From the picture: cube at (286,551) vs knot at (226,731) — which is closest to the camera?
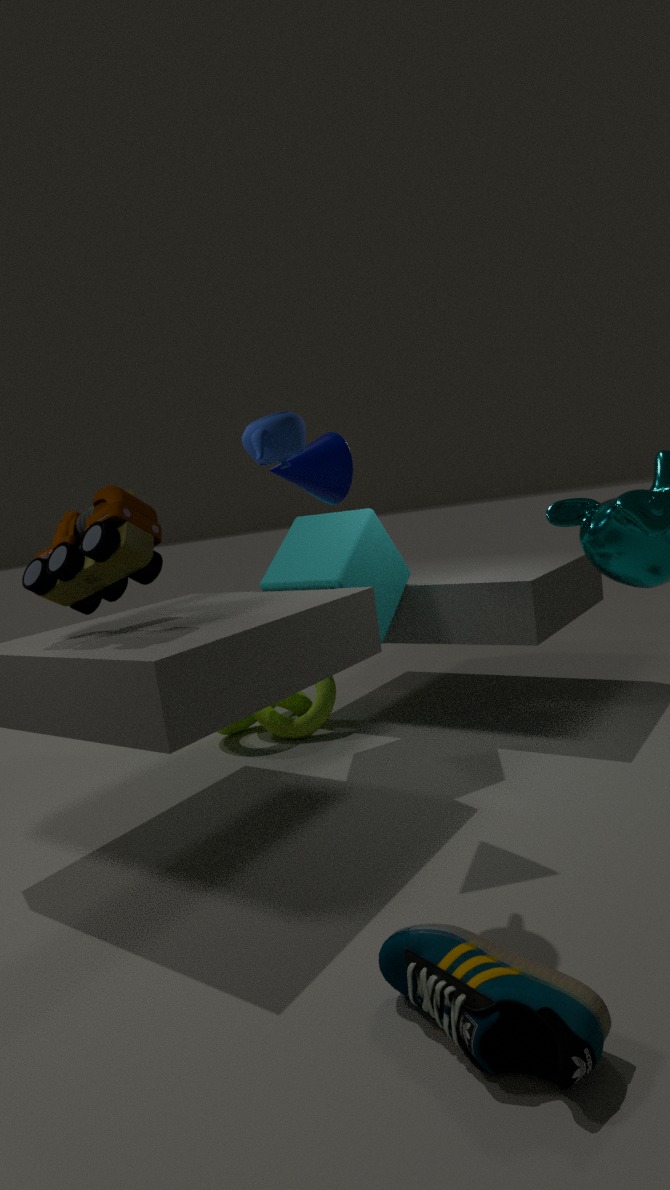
cube at (286,551)
